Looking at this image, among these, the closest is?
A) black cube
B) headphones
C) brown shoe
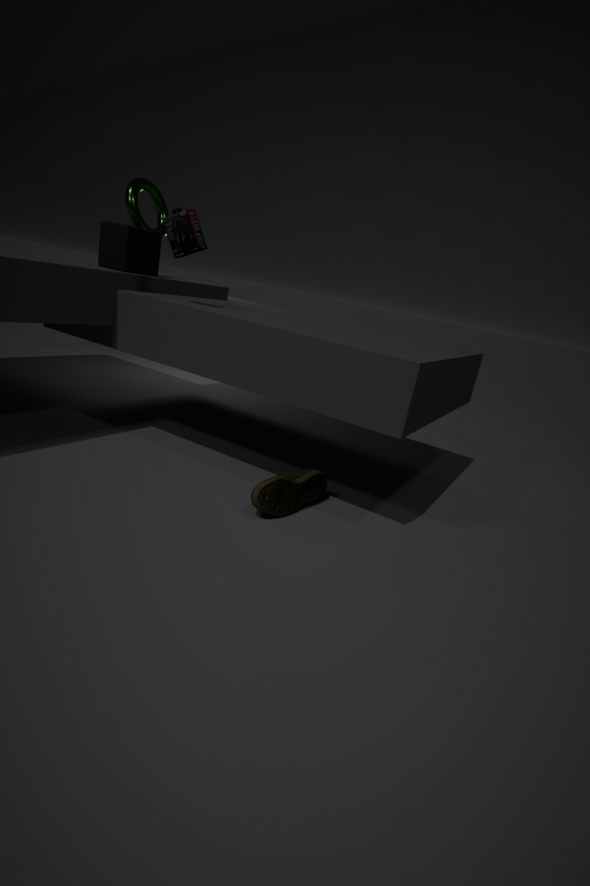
brown shoe
